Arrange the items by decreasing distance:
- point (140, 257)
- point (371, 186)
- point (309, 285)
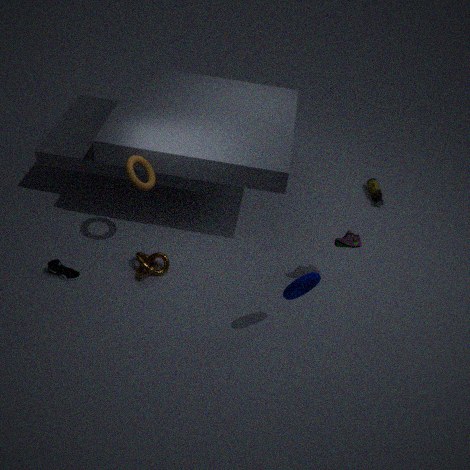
1. point (371, 186)
2. point (140, 257)
3. point (309, 285)
